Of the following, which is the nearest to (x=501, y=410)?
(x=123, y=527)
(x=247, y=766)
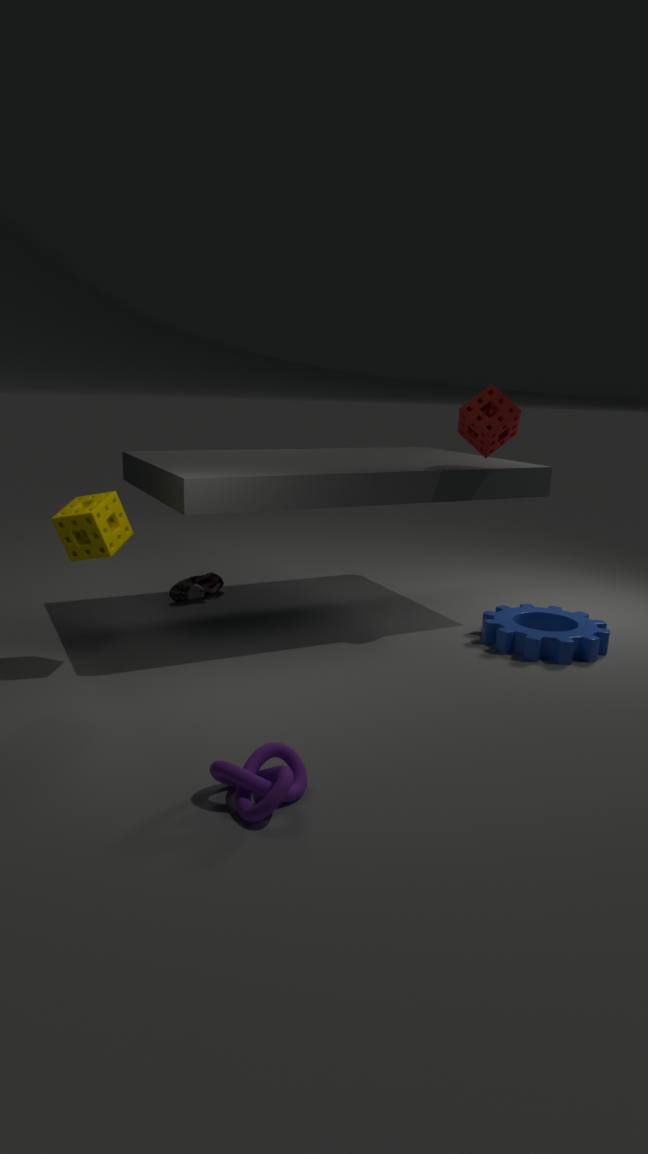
(x=123, y=527)
